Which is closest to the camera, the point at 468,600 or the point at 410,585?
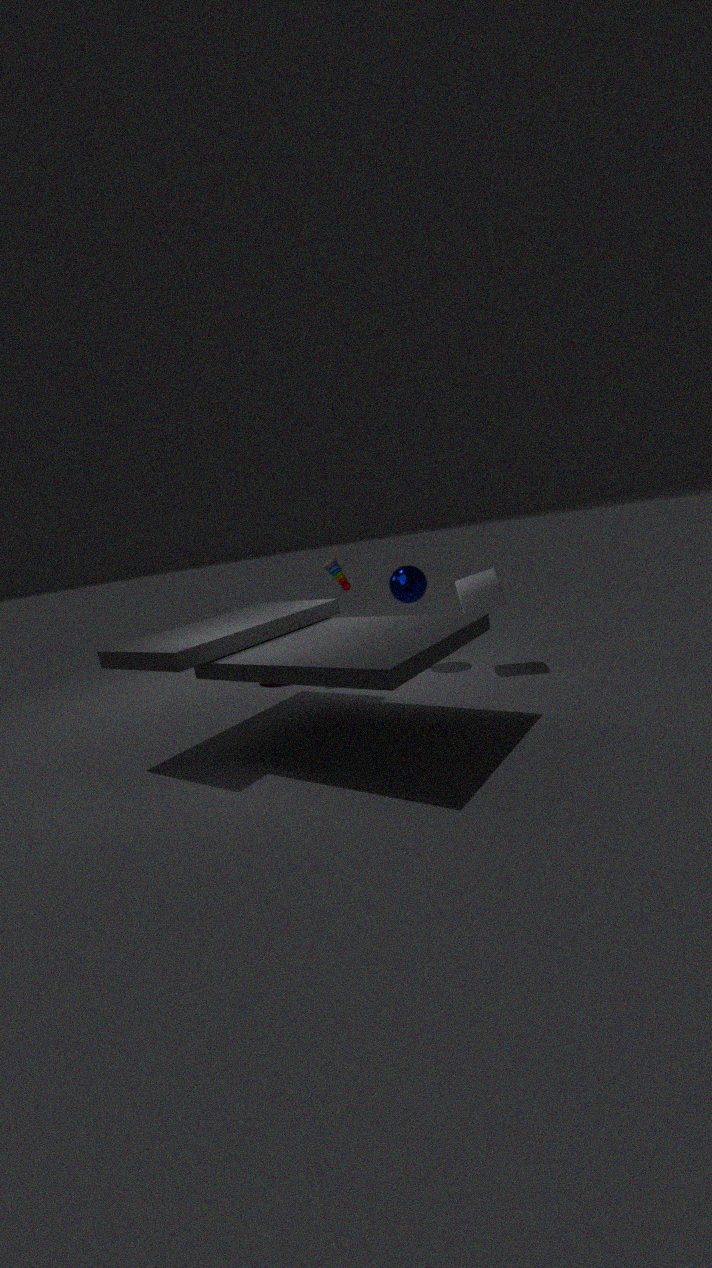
the point at 468,600
